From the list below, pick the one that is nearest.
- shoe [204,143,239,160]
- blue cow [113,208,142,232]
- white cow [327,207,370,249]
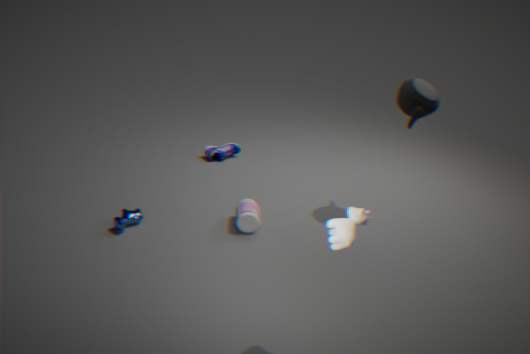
white cow [327,207,370,249]
